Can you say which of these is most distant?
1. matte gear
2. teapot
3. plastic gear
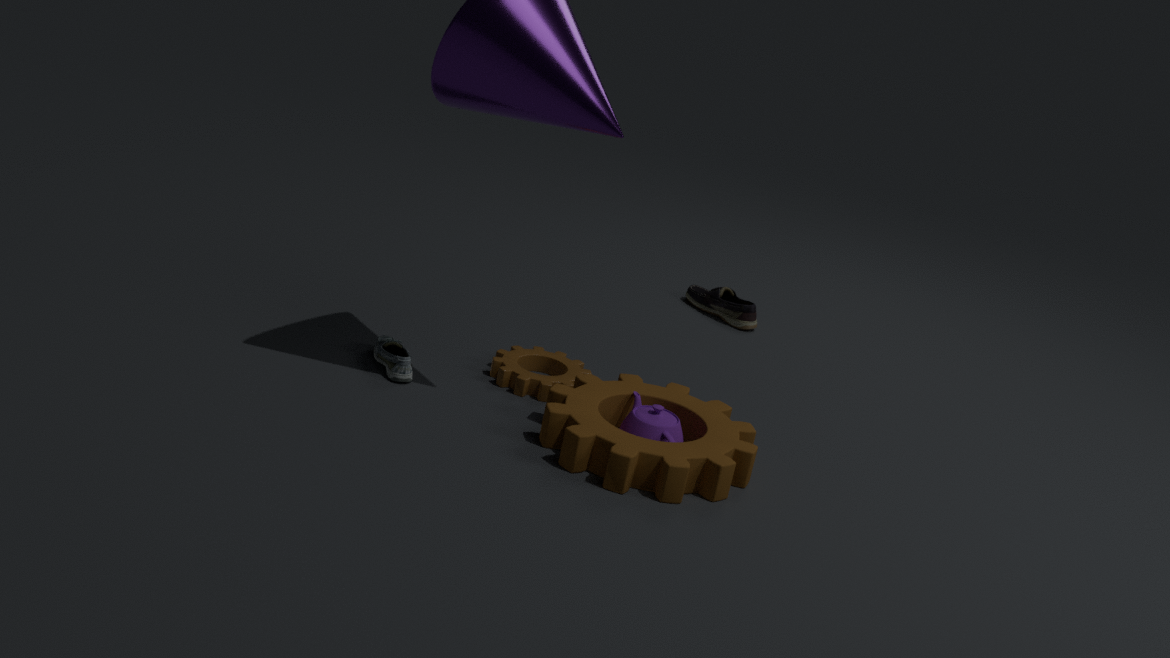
plastic gear
